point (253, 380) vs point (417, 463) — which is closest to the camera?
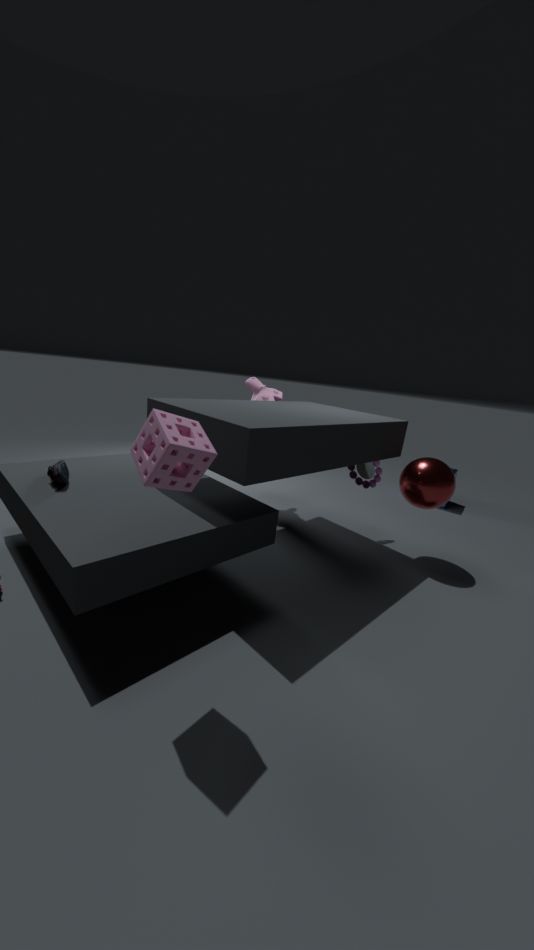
point (417, 463)
